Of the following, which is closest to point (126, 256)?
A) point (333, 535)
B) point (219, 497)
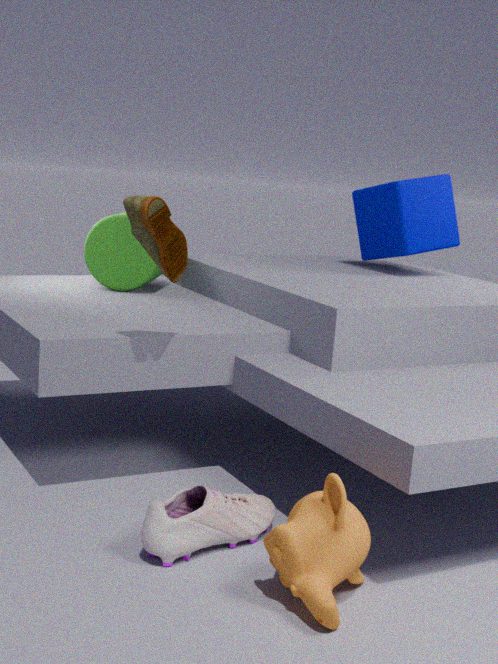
point (219, 497)
